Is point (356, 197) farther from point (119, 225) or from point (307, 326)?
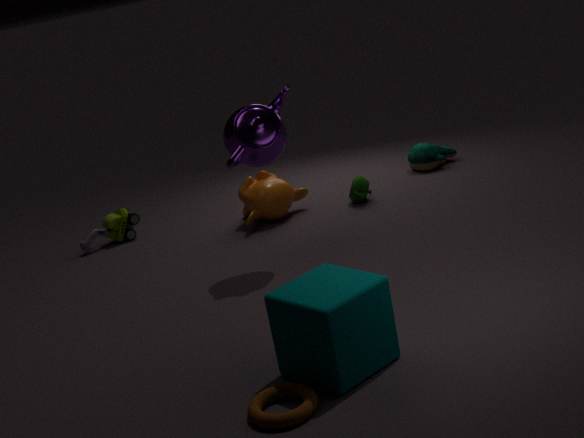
point (307, 326)
